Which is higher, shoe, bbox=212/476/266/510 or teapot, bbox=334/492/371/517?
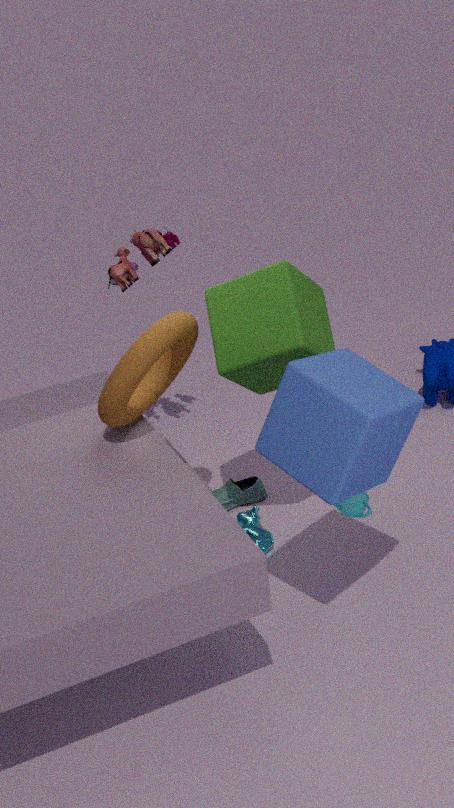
teapot, bbox=334/492/371/517
